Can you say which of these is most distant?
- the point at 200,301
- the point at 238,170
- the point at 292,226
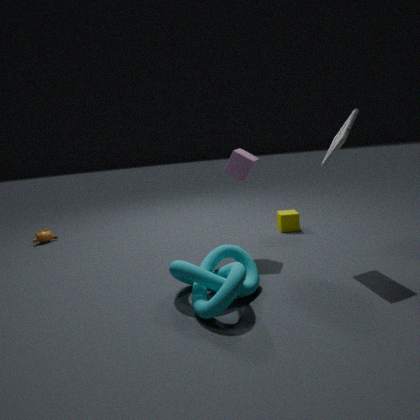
the point at 292,226
